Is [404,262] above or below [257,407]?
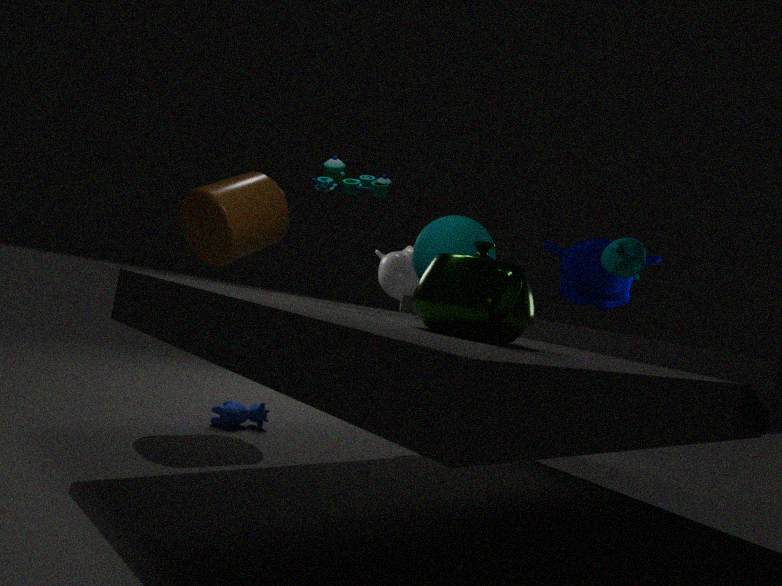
above
